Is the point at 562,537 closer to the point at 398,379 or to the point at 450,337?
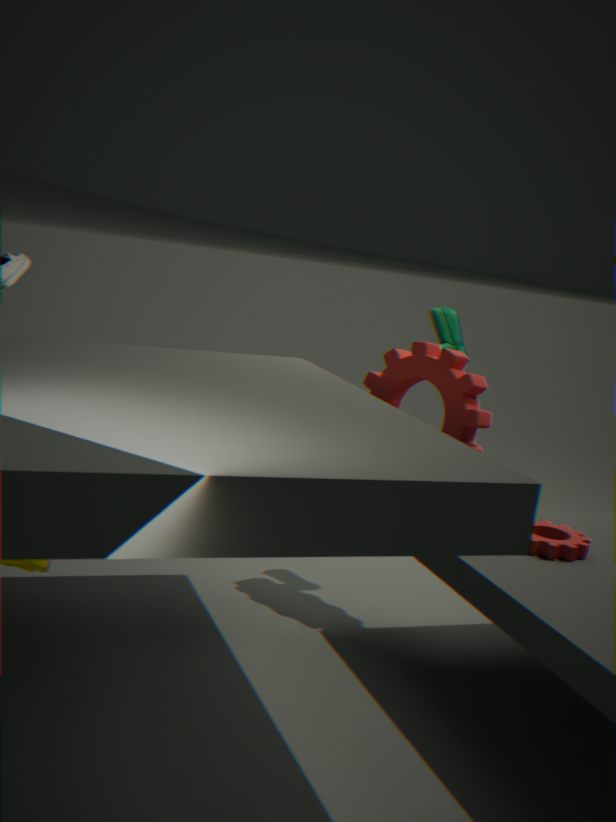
the point at 398,379
